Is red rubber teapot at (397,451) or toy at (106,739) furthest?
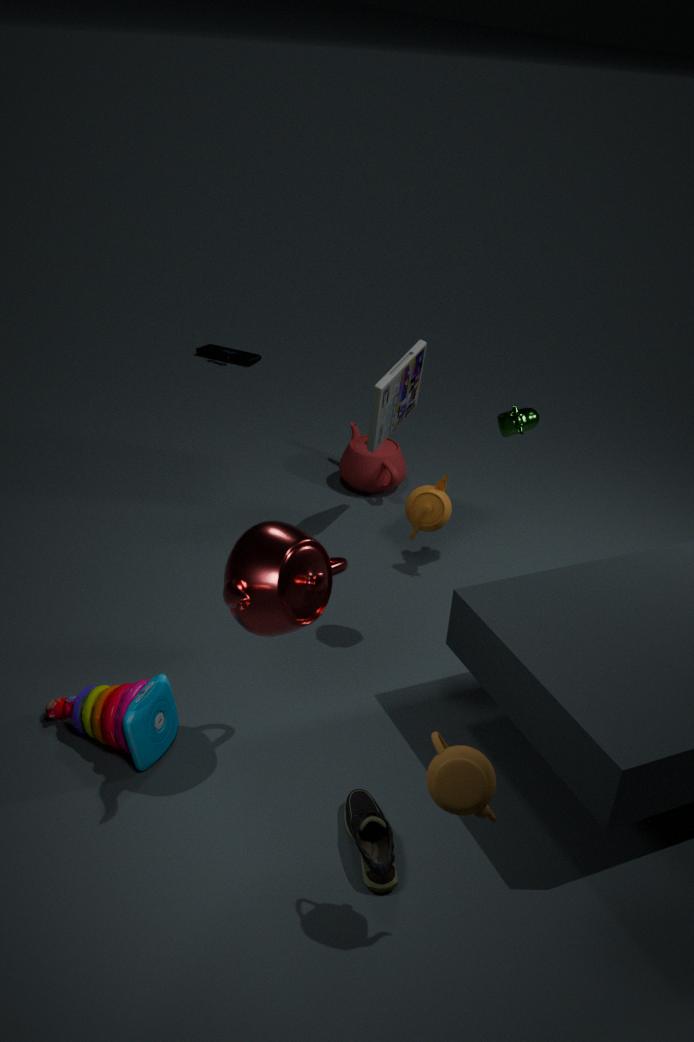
red rubber teapot at (397,451)
